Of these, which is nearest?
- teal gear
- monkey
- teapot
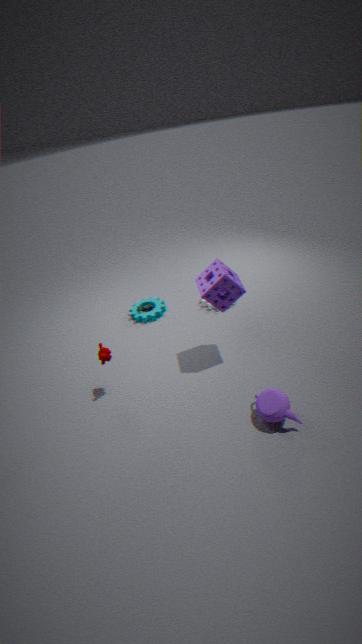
teapot
